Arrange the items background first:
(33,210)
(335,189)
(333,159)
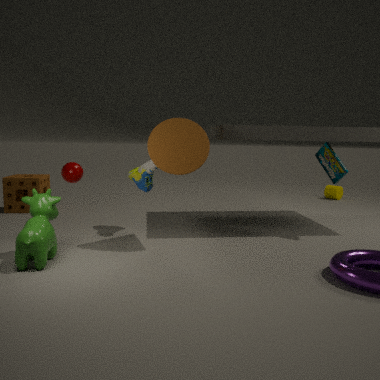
(335,189)
(333,159)
(33,210)
